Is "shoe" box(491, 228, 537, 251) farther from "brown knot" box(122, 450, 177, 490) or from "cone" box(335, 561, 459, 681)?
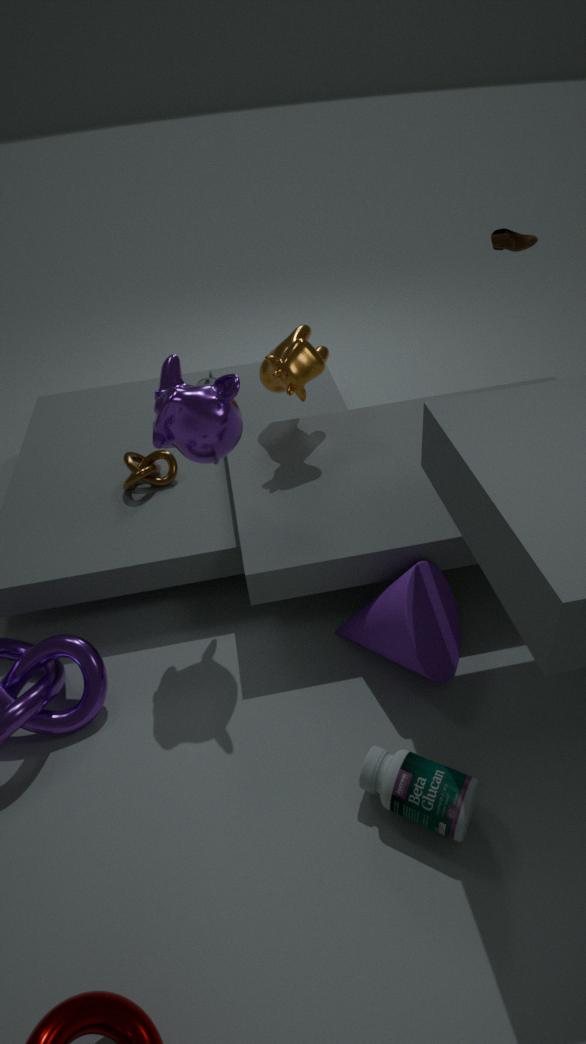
"brown knot" box(122, 450, 177, 490)
